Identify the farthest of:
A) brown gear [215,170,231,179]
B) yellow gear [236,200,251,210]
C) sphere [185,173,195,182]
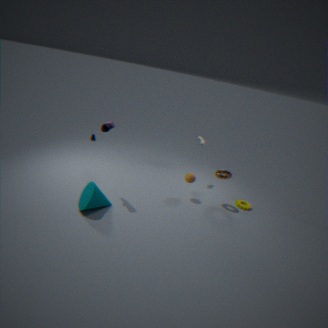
yellow gear [236,200,251,210]
